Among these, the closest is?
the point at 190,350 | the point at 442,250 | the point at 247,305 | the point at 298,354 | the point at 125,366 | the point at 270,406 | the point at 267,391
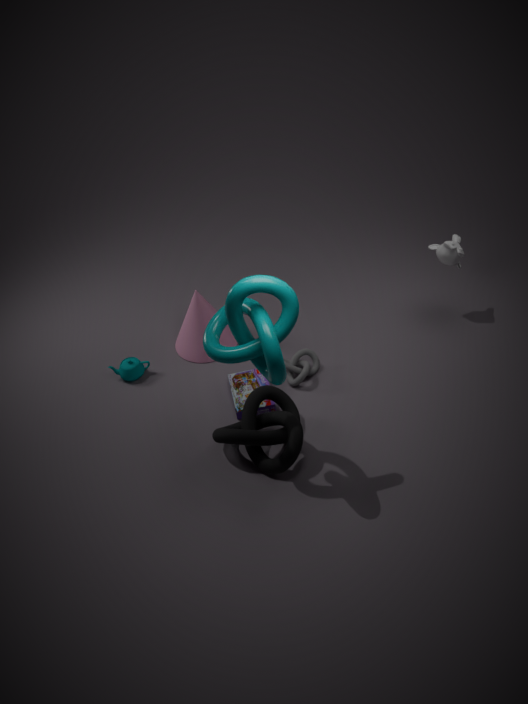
the point at 247,305
